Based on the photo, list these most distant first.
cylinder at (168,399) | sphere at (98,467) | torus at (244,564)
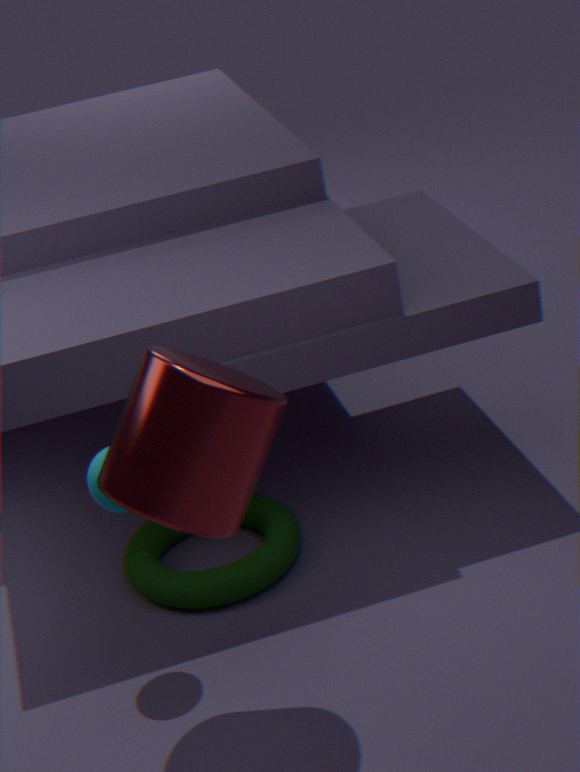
1. torus at (244,564)
2. sphere at (98,467)
3. cylinder at (168,399)
